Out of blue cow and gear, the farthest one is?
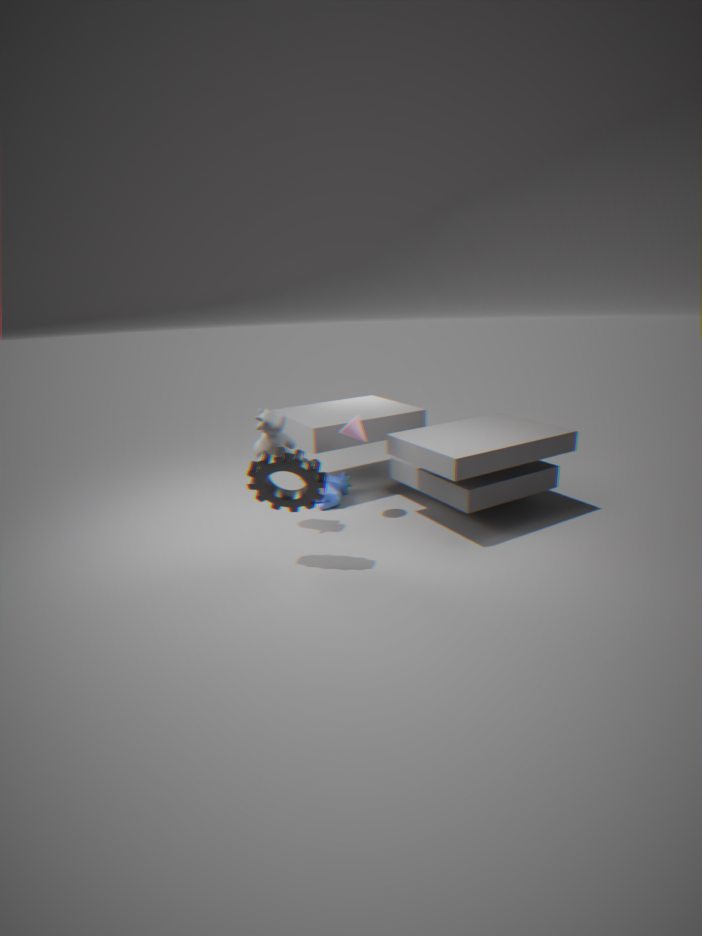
blue cow
